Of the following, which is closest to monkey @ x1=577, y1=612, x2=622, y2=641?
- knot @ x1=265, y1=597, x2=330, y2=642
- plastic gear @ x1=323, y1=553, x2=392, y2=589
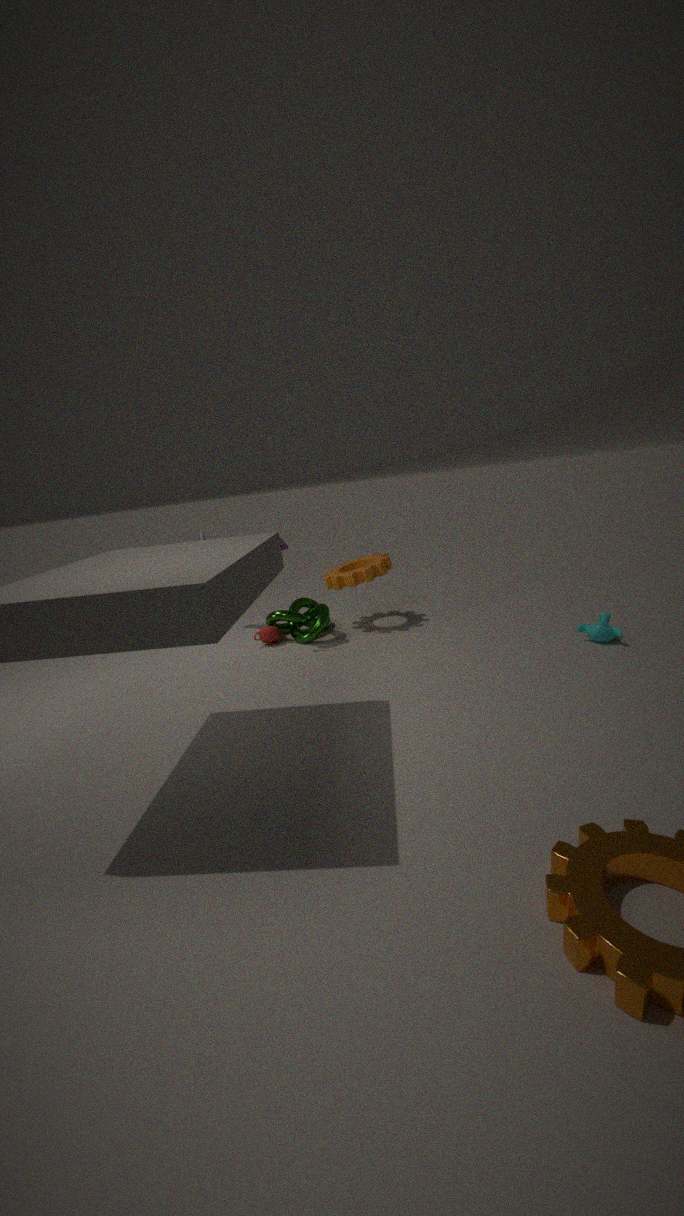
plastic gear @ x1=323, y1=553, x2=392, y2=589
